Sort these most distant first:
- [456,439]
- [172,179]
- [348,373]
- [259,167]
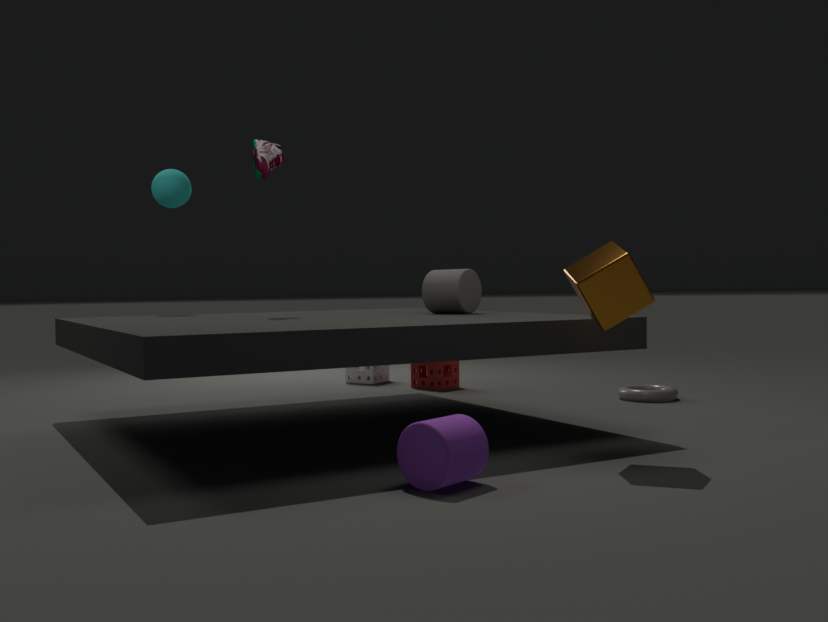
[348,373] → [172,179] → [259,167] → [456,439]
